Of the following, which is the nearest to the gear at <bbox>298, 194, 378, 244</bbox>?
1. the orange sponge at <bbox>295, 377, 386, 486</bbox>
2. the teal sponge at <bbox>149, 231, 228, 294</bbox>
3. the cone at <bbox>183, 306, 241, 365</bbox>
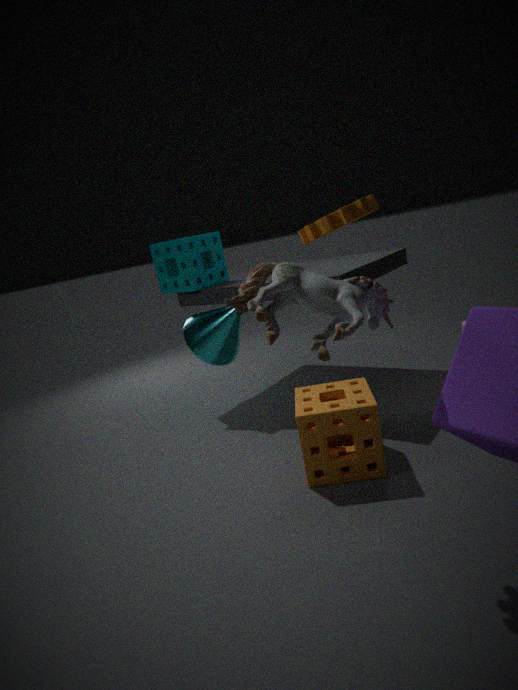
the orange sponge at <bbox>295, 377, 386, 486</bbox>
